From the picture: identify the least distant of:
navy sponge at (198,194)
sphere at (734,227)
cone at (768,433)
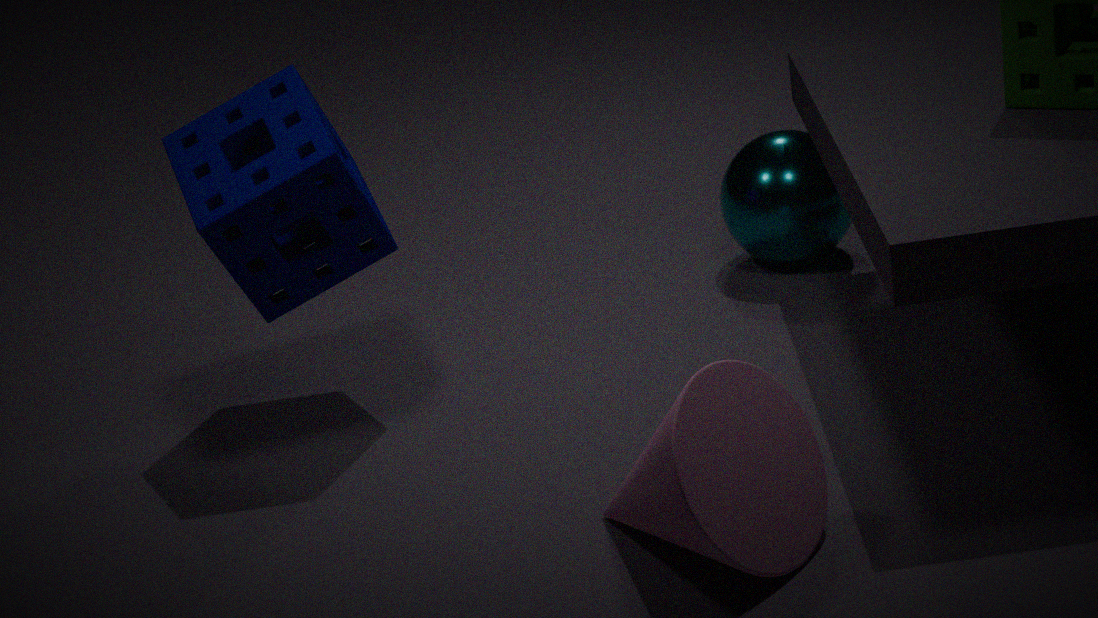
cone at (768,433)
